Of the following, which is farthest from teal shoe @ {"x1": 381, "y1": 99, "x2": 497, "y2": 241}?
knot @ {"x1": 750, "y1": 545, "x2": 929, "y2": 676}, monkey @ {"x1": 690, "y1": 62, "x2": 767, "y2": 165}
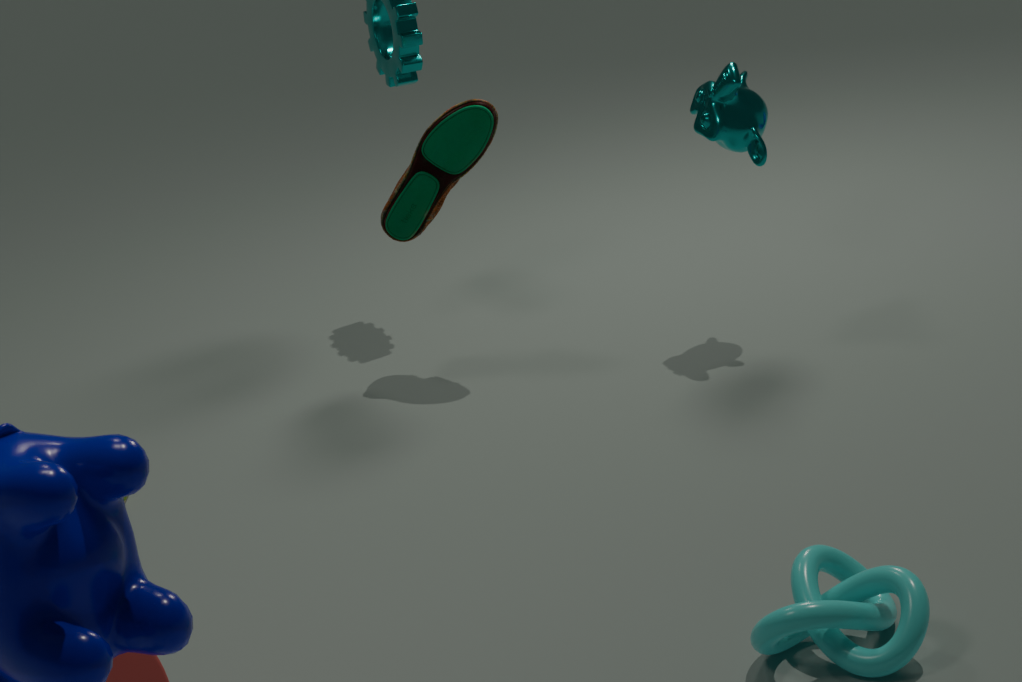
knot @ {"x1": 750, "y1": 545, "x2": 929, "y2": 676}
